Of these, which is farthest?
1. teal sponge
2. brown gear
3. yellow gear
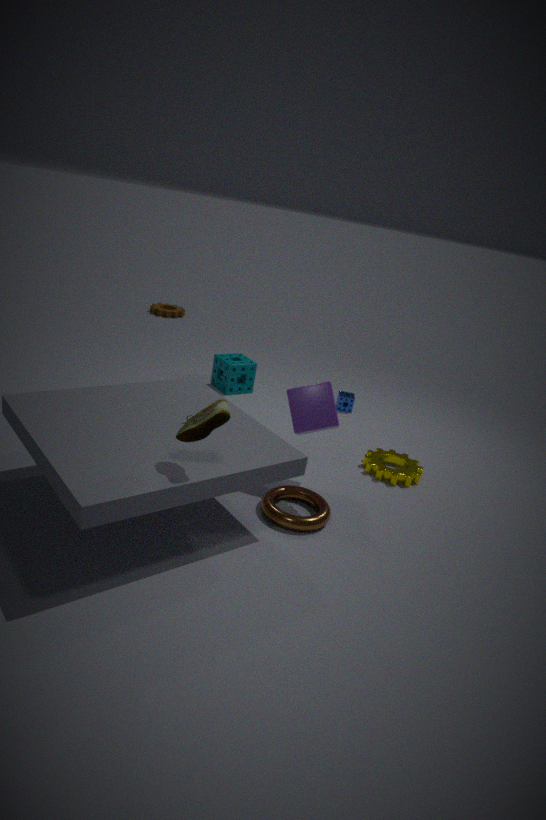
brown gear
